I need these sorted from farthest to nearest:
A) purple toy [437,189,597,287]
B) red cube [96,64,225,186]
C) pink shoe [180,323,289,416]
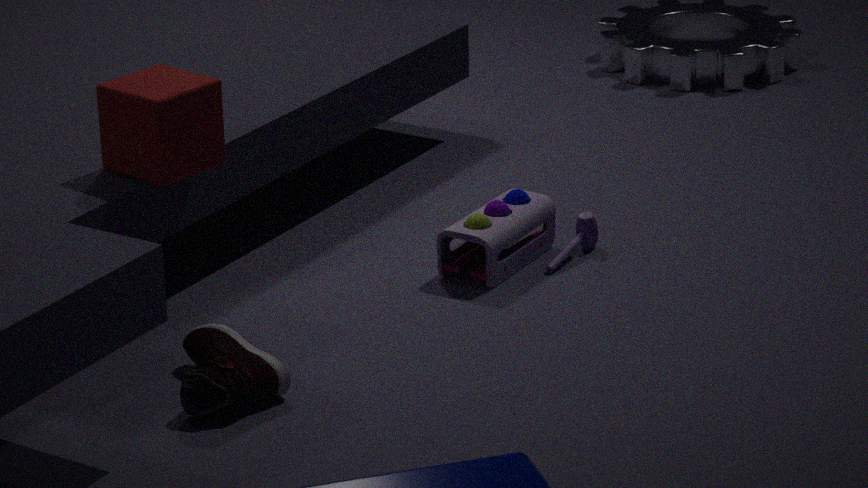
1. purple toy [437,189,597,287]
2. red cube [96,64,225,186]
3. pink shoe [180,323,289,416]
